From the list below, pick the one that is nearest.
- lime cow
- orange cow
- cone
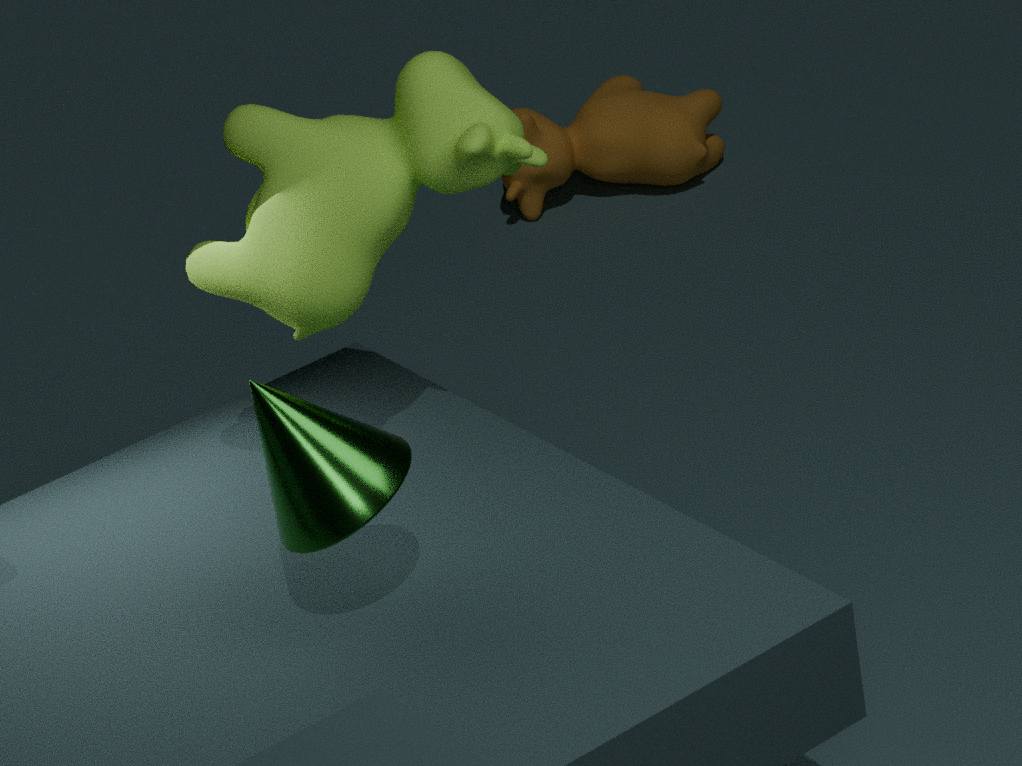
cone
